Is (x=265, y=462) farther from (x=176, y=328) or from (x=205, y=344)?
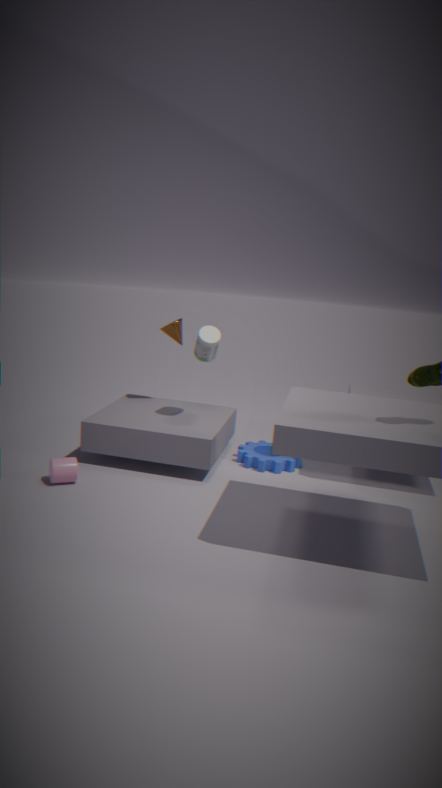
(x=176, y=328)
